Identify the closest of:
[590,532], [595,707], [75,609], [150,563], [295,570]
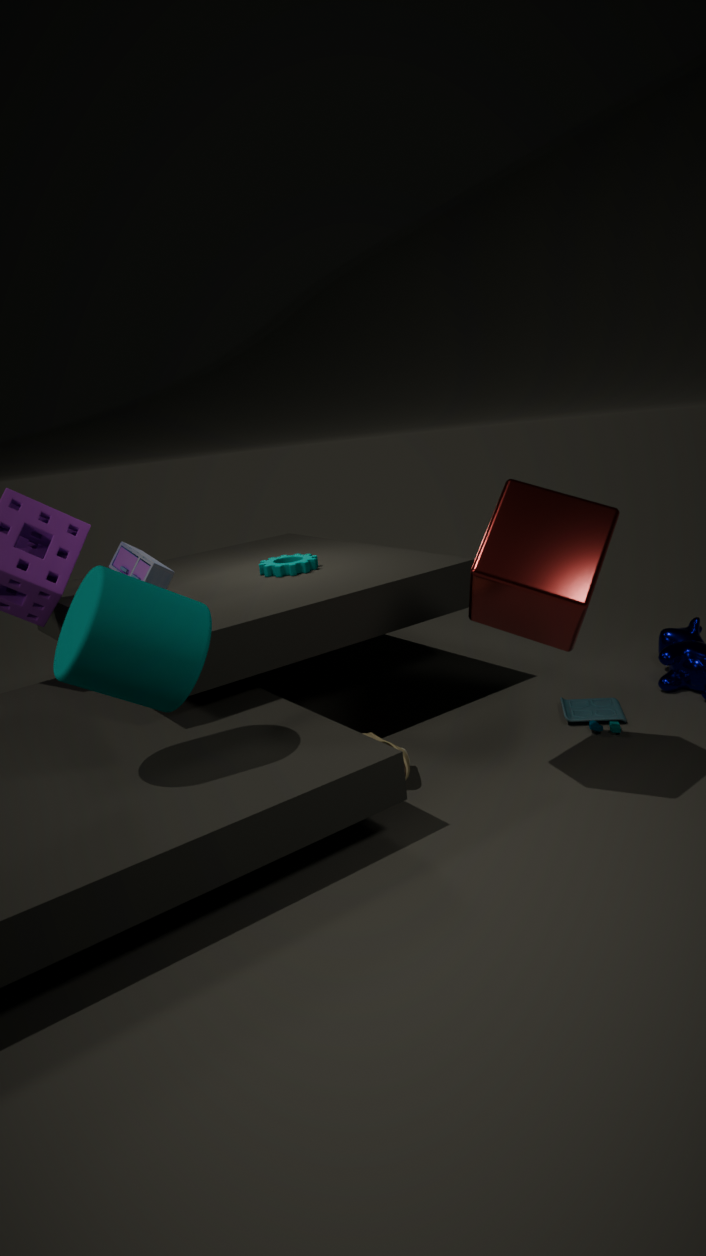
[75,609]
